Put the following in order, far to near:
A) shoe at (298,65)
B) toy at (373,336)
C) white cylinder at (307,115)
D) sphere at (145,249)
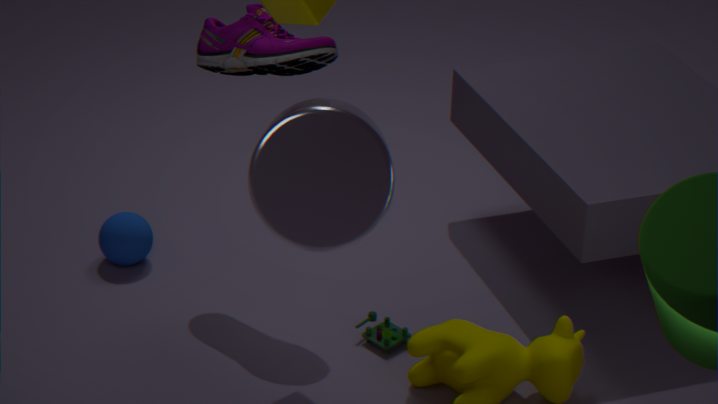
sphere at (145,249)
toy at (373,336)
shoe at (298,65)
white cylinder at (307,115)
